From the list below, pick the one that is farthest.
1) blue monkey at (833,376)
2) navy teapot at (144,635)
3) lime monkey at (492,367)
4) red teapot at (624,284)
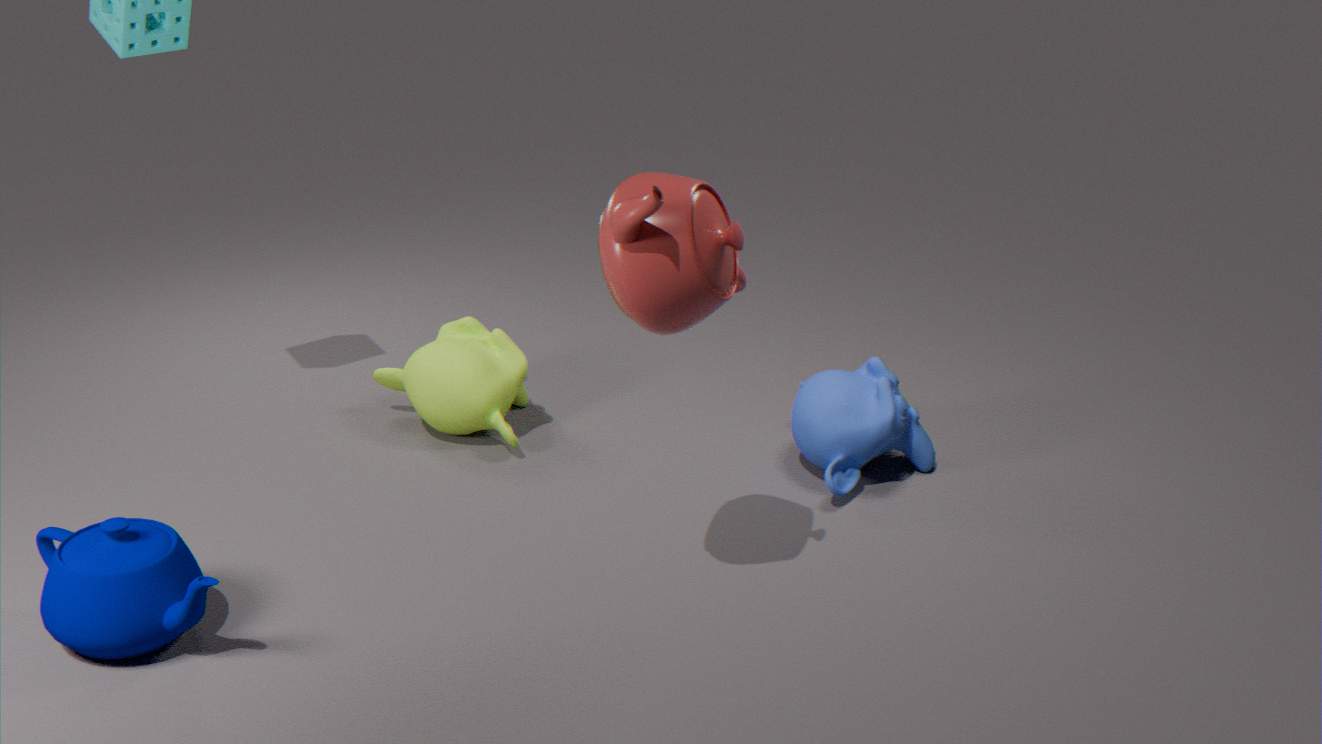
3
